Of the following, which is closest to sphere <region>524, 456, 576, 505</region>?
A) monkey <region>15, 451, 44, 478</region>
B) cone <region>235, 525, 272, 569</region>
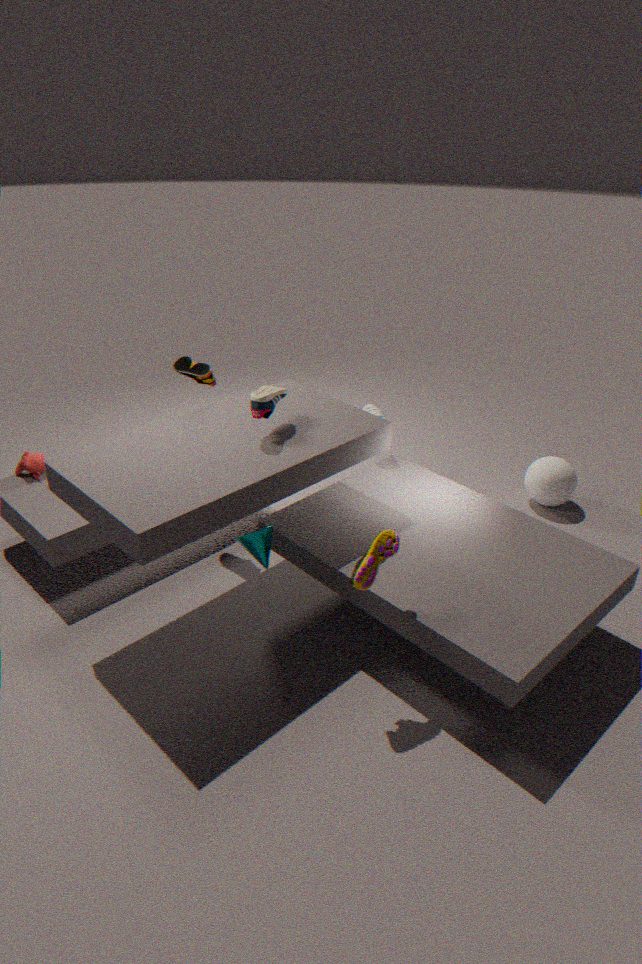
cone <region>235, 525, 272, 569</region>
